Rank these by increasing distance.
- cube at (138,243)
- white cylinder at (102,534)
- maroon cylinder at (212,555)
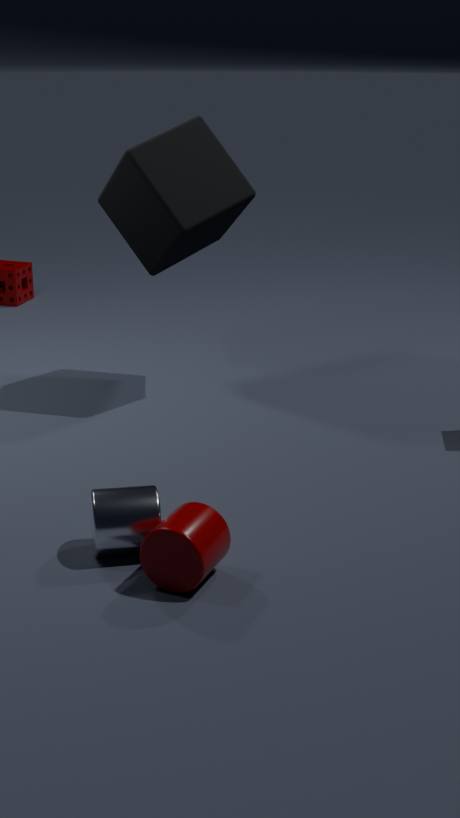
maroon cylinder at (212,555) → white cylinder at (102,534) → cube at (138,243)
